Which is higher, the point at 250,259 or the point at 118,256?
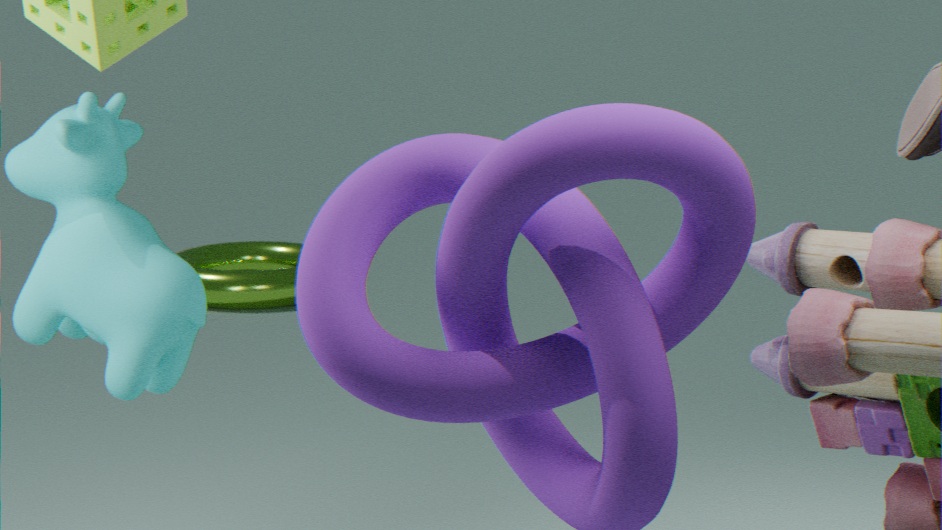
the point at 118,256
